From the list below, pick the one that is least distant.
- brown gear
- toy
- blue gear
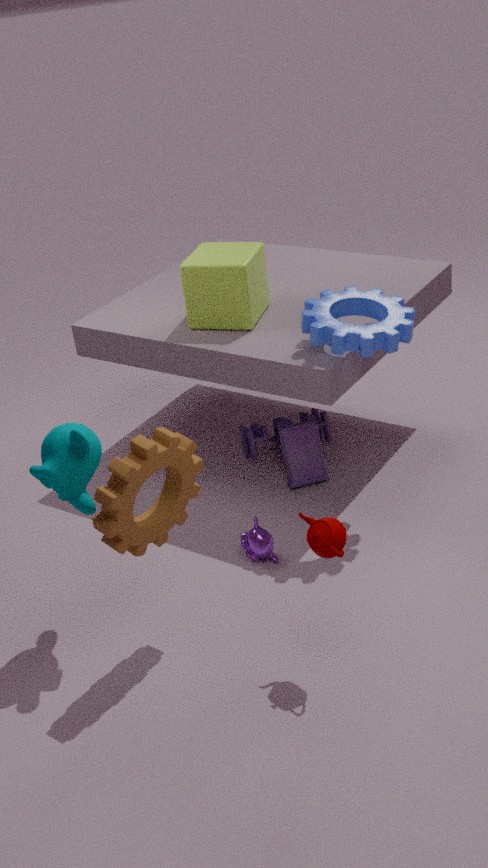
brown gear
